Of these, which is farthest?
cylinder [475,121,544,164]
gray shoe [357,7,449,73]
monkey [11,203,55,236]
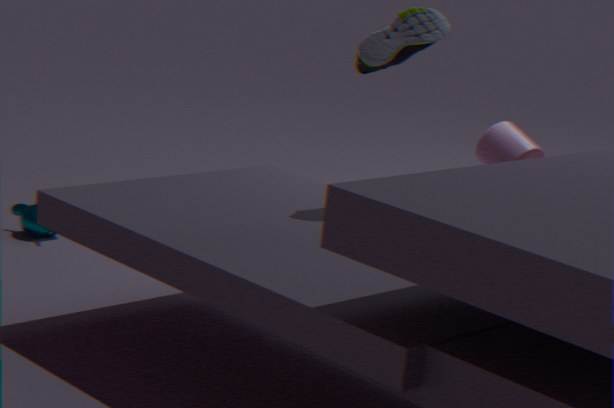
monkey [11,203,55,236]
